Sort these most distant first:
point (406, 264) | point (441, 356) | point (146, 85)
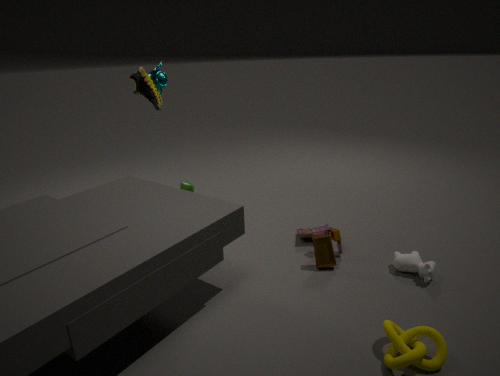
point (146, 85) < point (406, 264) < point (441, 356)
